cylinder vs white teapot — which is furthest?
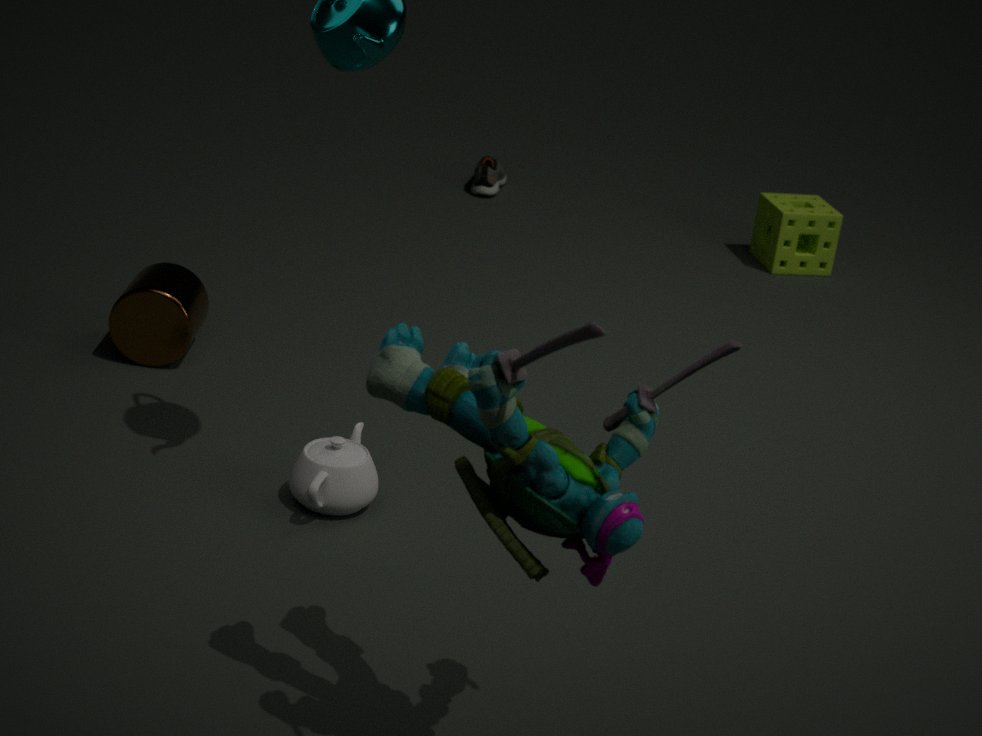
cylinder
